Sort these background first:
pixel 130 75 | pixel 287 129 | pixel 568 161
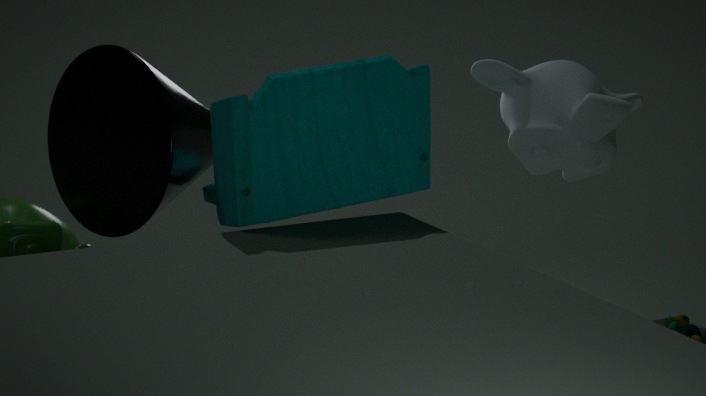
pixel 568 161, pixel 130 75, pixel 287 129
